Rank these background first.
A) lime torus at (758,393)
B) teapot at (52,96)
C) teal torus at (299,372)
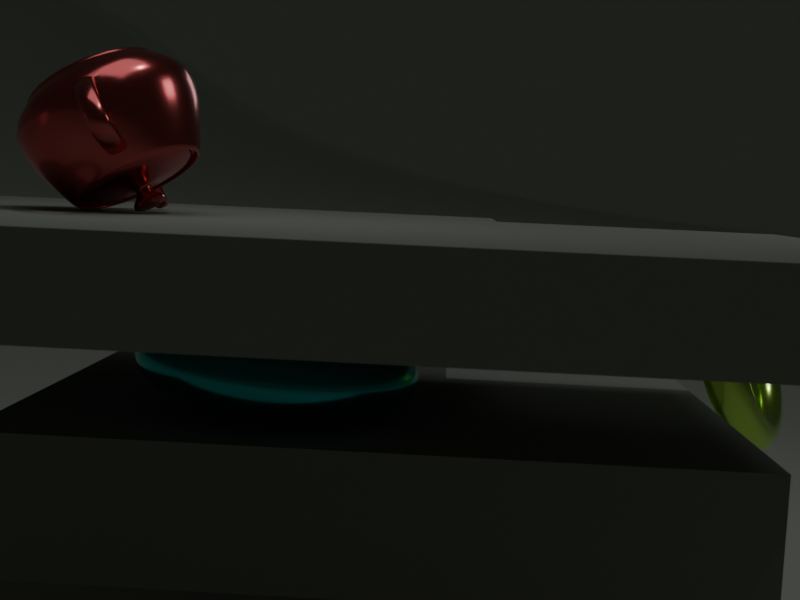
lime torus at (758,393), teal torus at (299,372), teapot at (52,96)
